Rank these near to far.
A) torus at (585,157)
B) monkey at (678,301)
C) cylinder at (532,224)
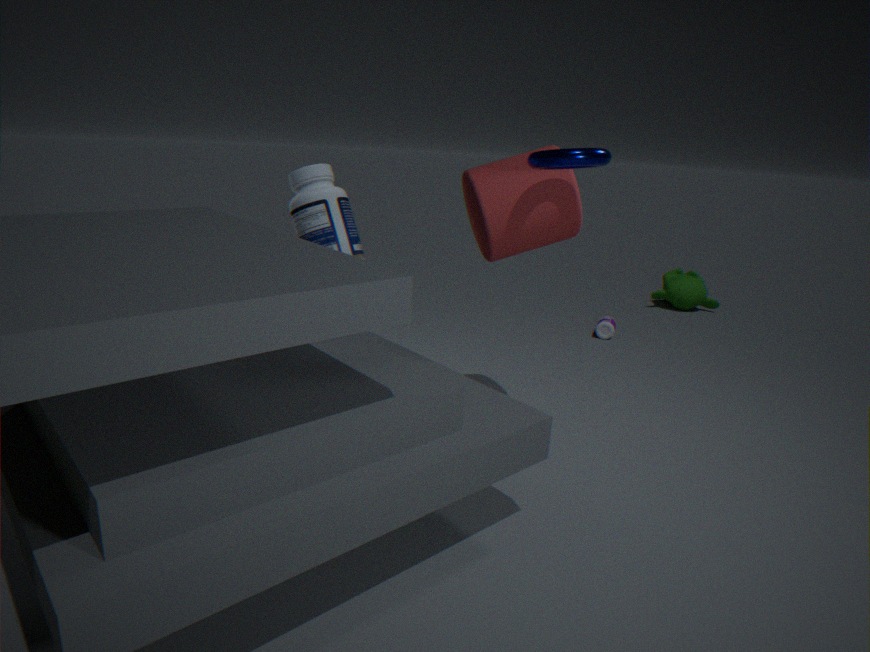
torus at (585,157) < cylinder at (532,224) < monkey at (678,301)
